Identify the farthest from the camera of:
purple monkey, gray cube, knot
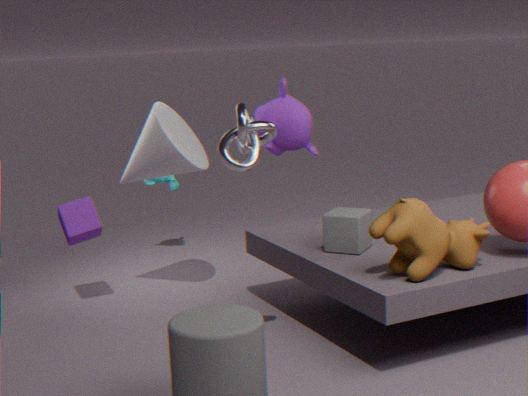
purple monkey
